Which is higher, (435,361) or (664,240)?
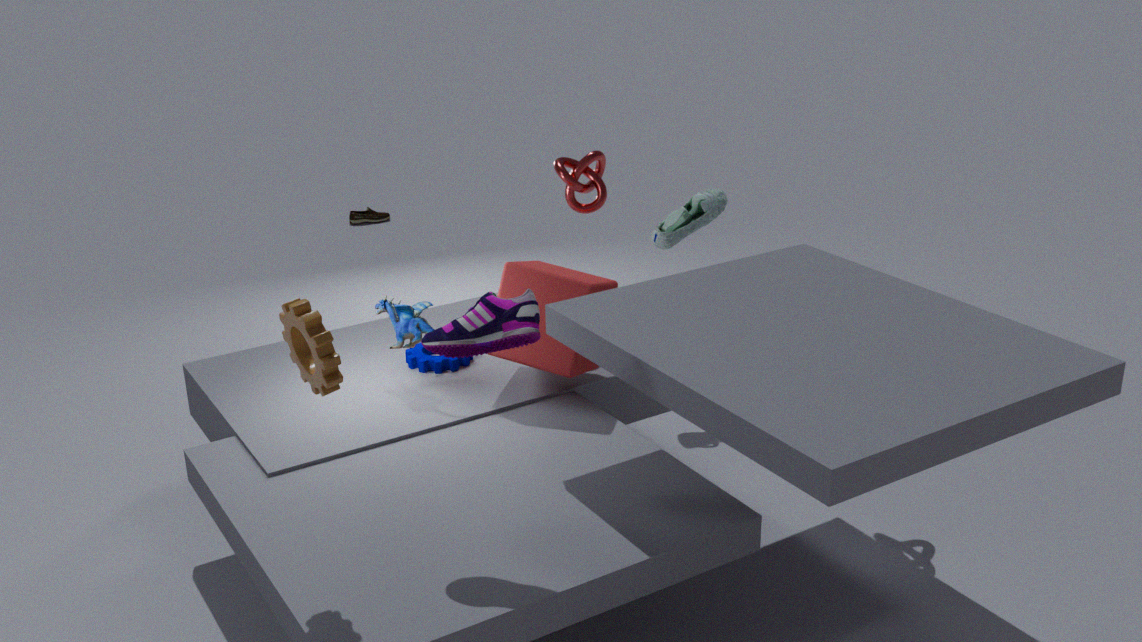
(664,240)
